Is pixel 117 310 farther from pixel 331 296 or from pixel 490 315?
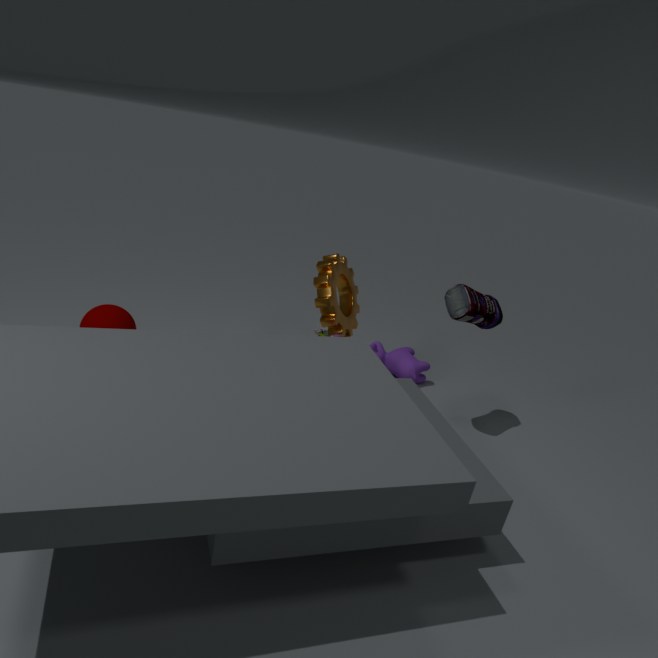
pixel 490 315
